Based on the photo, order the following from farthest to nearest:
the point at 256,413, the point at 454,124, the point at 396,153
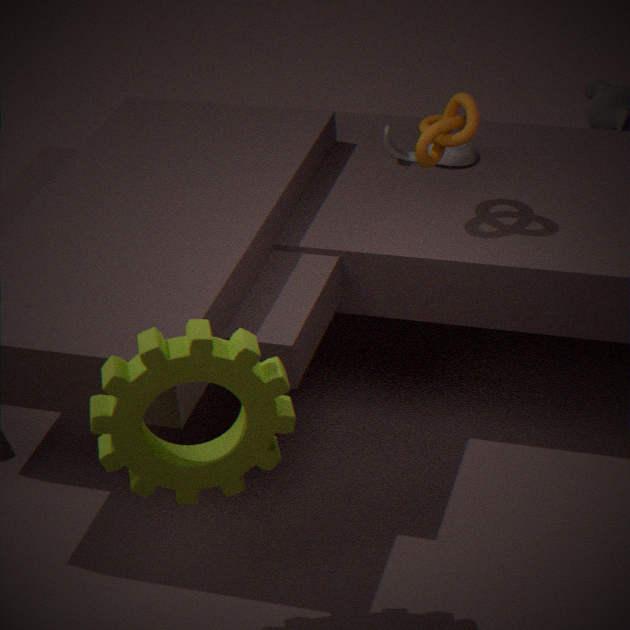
the point at 396,153 < the point at 454,124 < the point at 256,413
